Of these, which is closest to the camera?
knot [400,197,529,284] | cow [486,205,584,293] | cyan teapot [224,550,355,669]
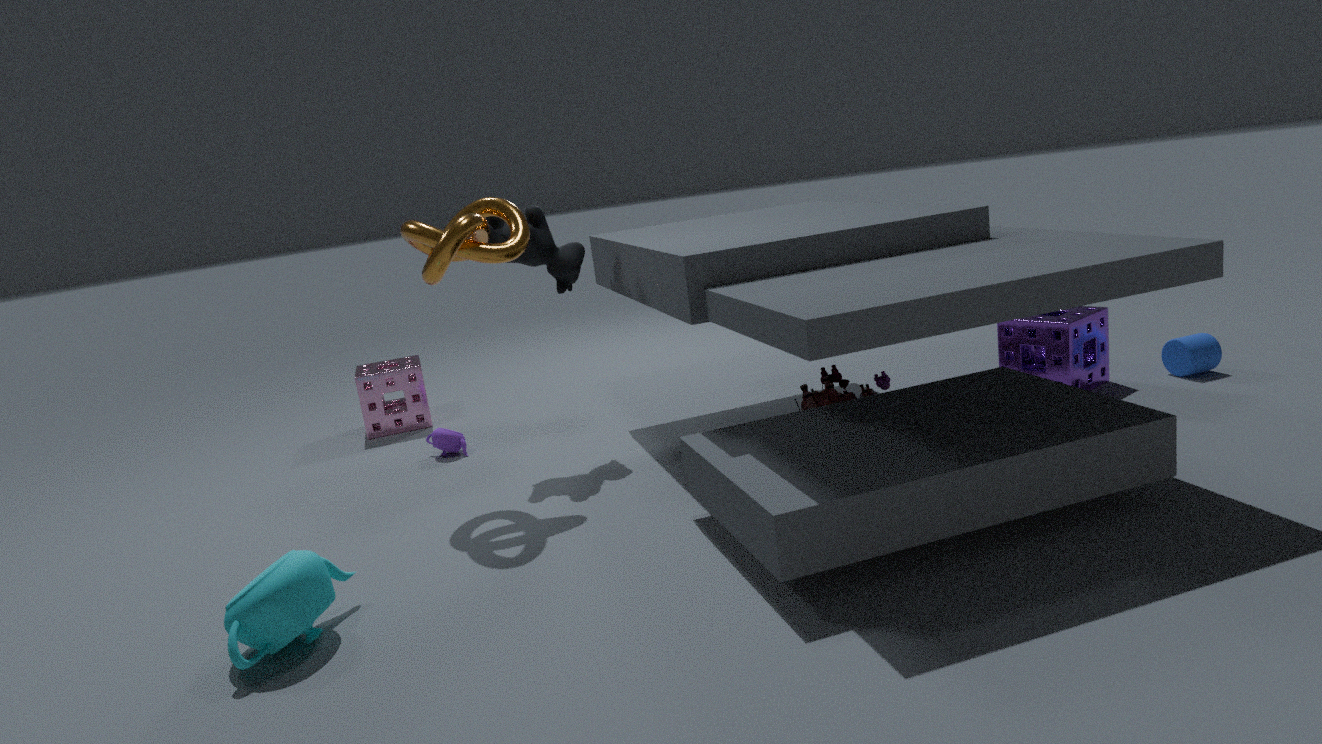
cyan teapot [224,550,355,669]
